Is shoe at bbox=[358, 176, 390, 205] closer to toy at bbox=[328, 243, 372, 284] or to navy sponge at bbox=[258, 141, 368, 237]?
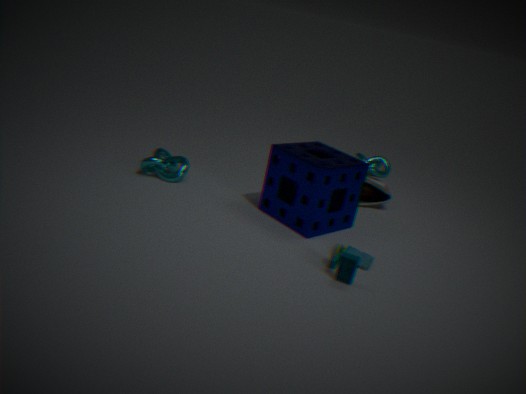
navy sponge at bbox=[258, 141, 368, 237]
